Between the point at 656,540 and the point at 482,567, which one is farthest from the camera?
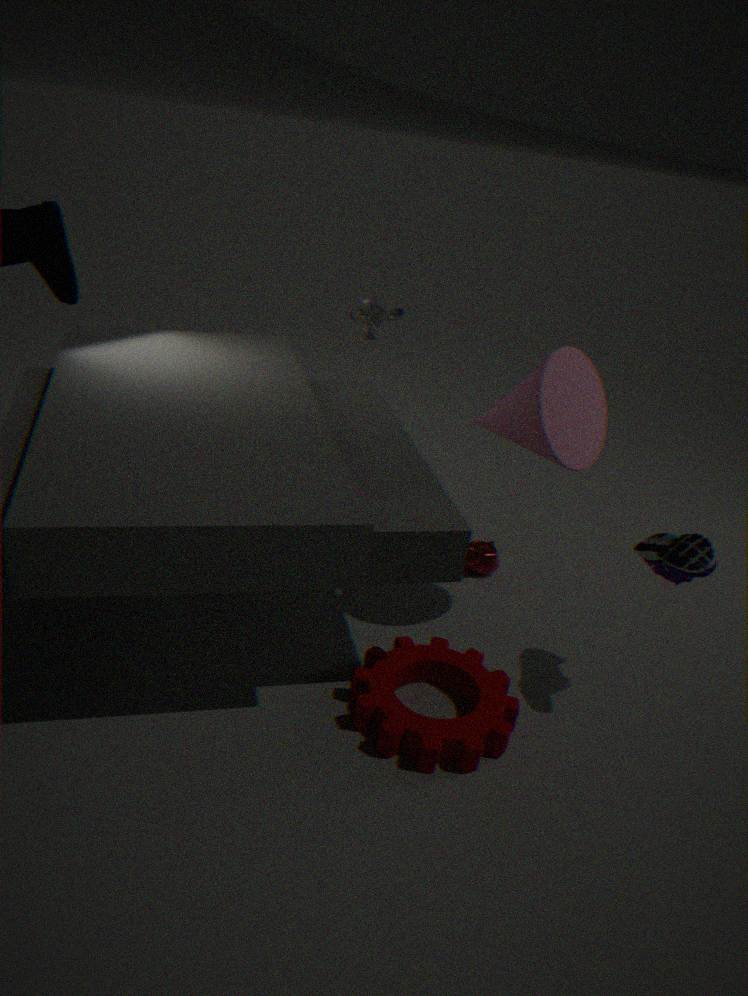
the point at 482,567
